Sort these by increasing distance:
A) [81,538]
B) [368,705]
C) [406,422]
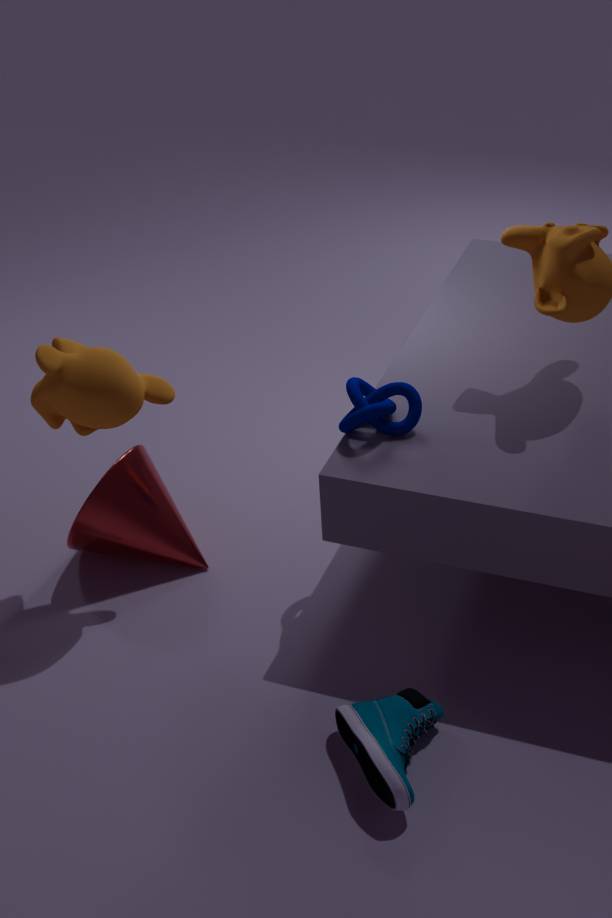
[368,705], [406,422], [81,538]
